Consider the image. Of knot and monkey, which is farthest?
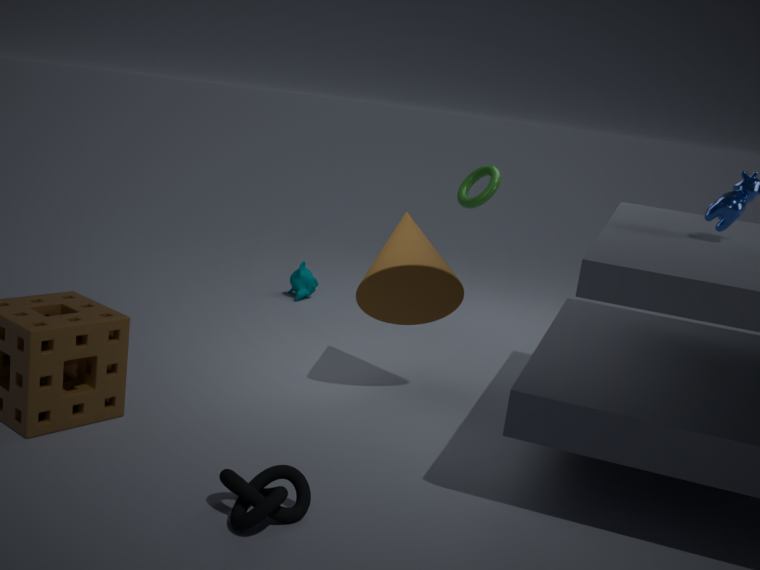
monkey
